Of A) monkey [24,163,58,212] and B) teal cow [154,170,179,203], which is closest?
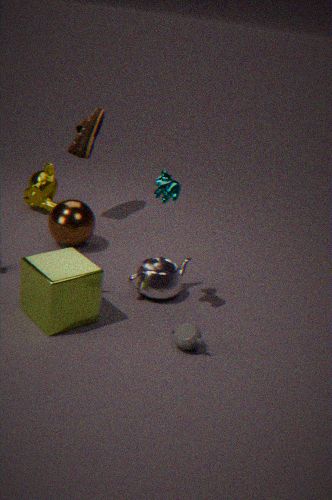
B. teal cow [154,170,179,203]
